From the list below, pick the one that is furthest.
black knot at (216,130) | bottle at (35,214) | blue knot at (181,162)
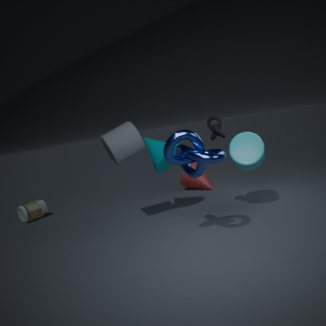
bottle at (35,214)
